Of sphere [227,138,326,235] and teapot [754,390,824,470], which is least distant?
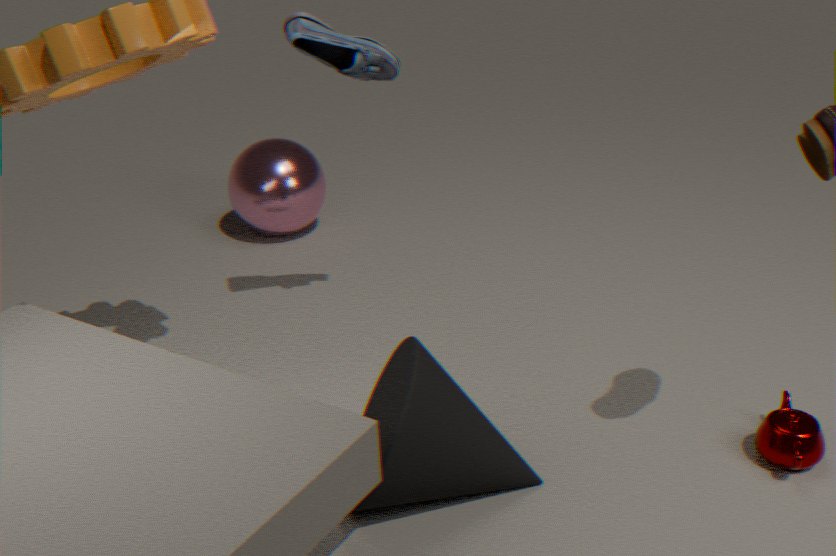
teapot [754,390,824,470]
